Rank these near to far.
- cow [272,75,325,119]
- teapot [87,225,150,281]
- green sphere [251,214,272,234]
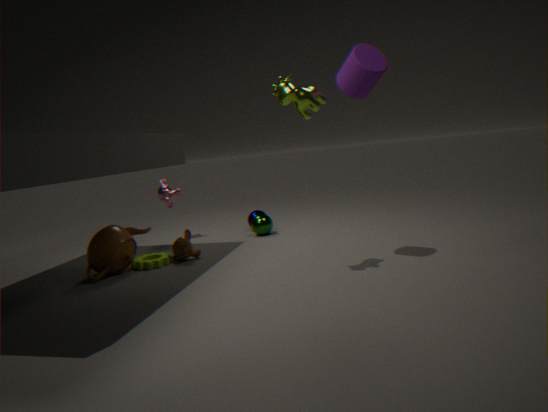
cow [272,75,325,119], teapot [87,225,150,281], green sphere [251,214,272,234]
